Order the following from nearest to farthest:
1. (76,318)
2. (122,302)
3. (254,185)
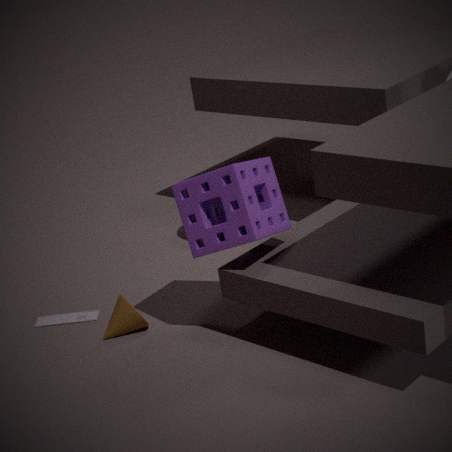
(254,185)
(122,302)
(76,318)
